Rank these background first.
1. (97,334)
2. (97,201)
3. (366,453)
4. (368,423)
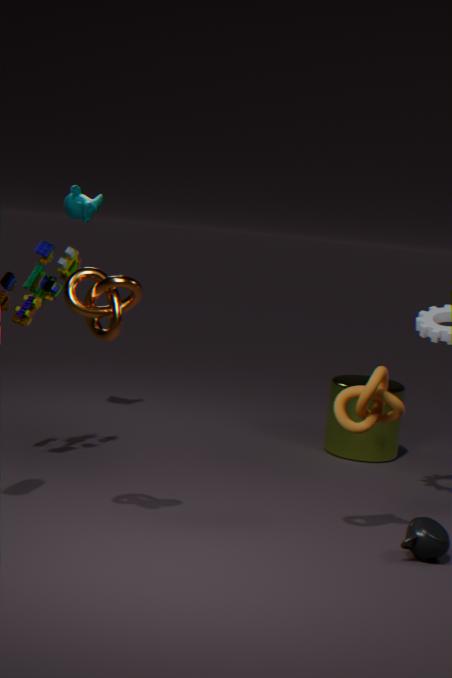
(97,201), (366,453), (368,423), (97,334)
